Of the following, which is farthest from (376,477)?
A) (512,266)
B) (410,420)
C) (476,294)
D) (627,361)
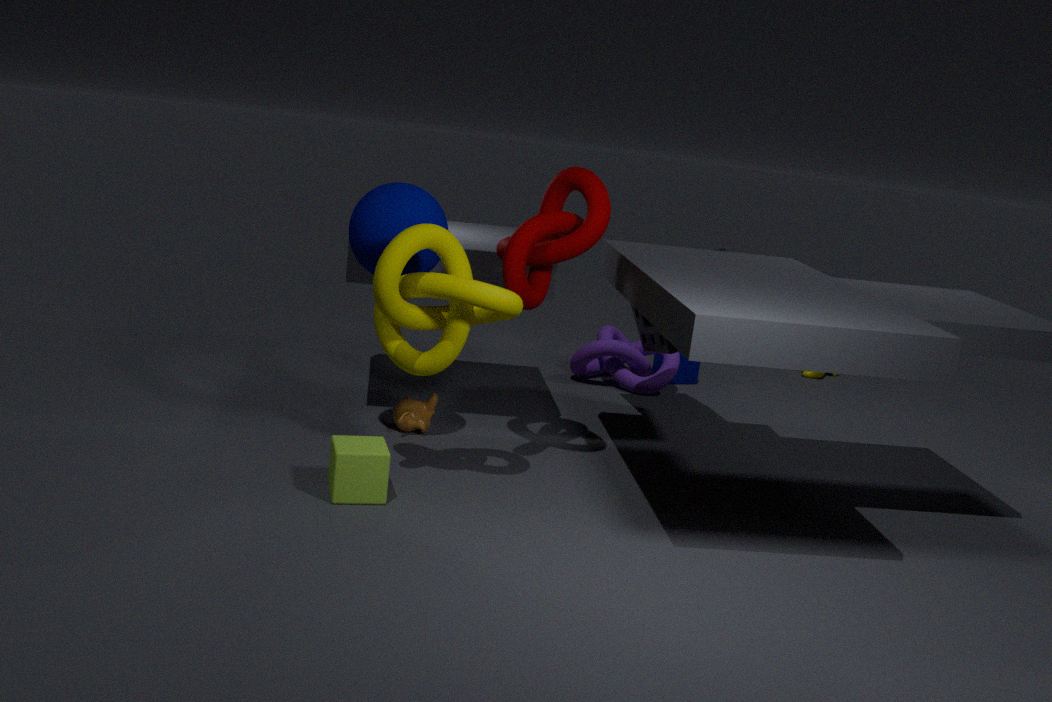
(627,361)
